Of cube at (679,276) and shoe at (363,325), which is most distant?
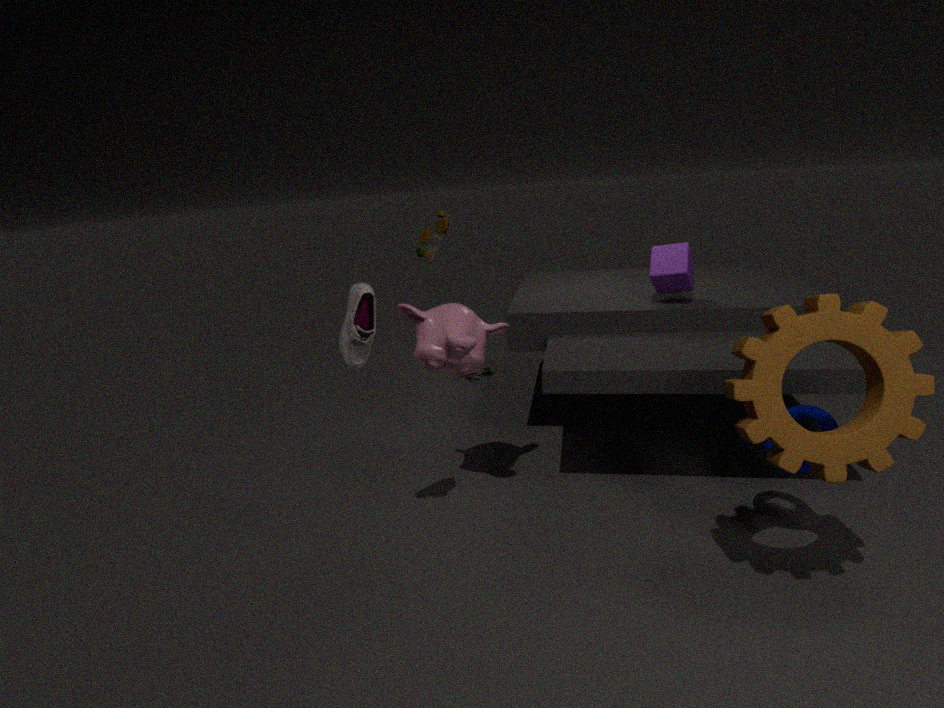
cube at (679,276)
